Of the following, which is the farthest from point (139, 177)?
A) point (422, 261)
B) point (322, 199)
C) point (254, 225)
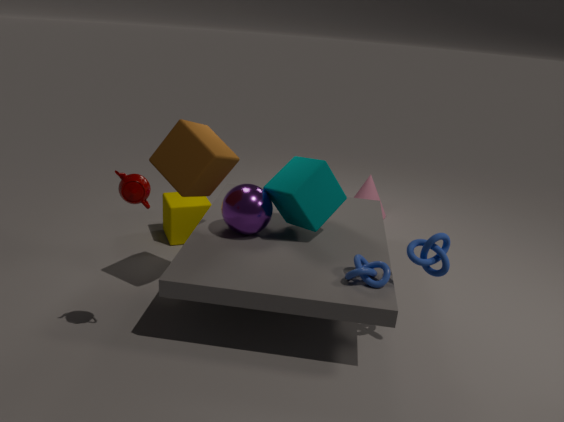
point (422, 261)
